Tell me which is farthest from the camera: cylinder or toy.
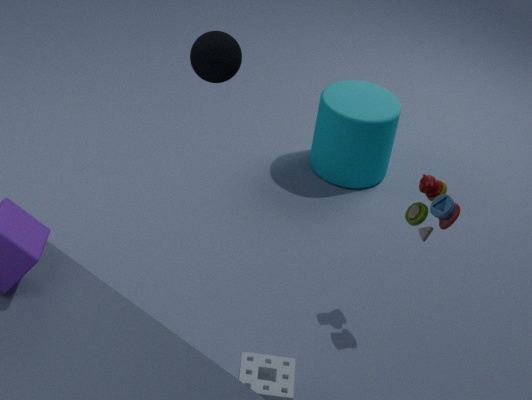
cylinder
